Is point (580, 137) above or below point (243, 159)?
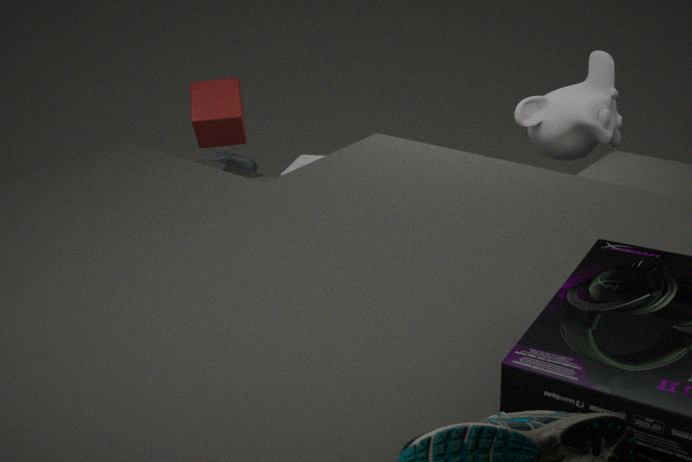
above
